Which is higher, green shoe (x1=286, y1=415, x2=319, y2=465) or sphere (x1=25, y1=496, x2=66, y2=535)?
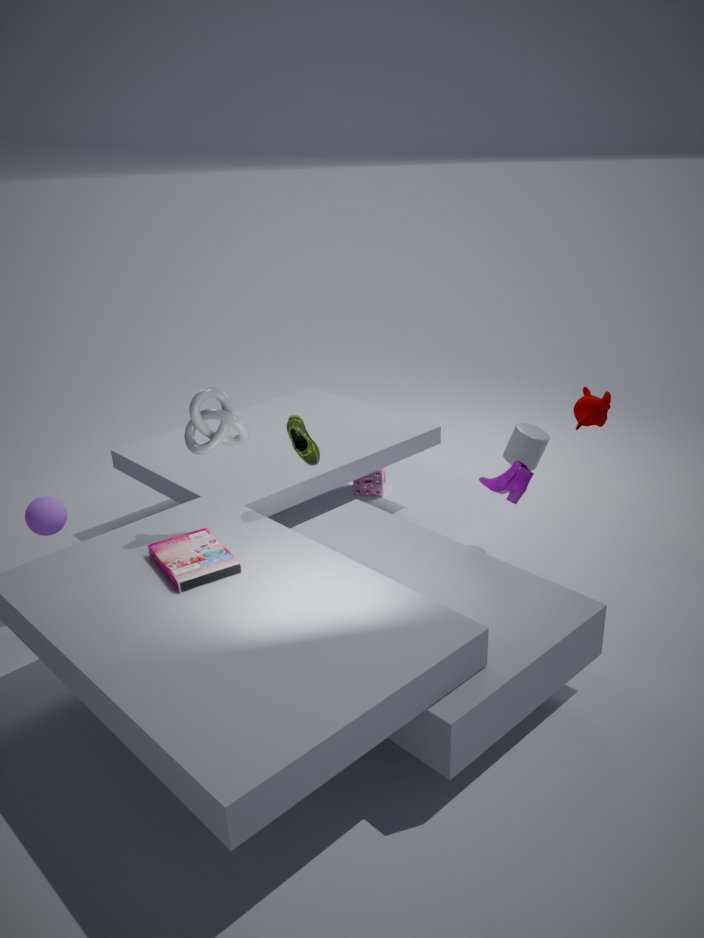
green shoe (x1=286, y1=415, x2=319, y2=465)
